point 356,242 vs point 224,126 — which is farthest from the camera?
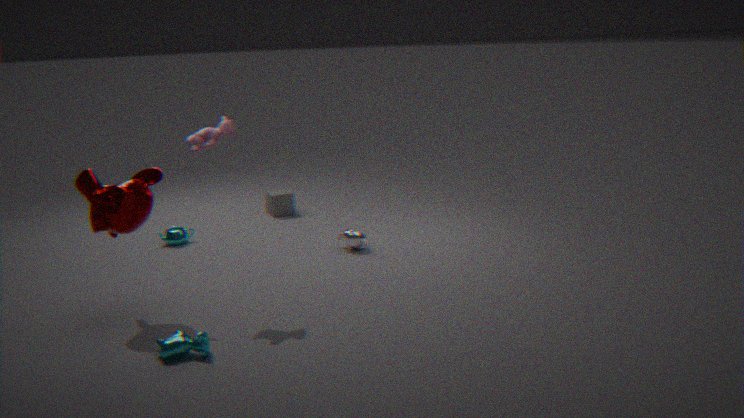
point 356,242
